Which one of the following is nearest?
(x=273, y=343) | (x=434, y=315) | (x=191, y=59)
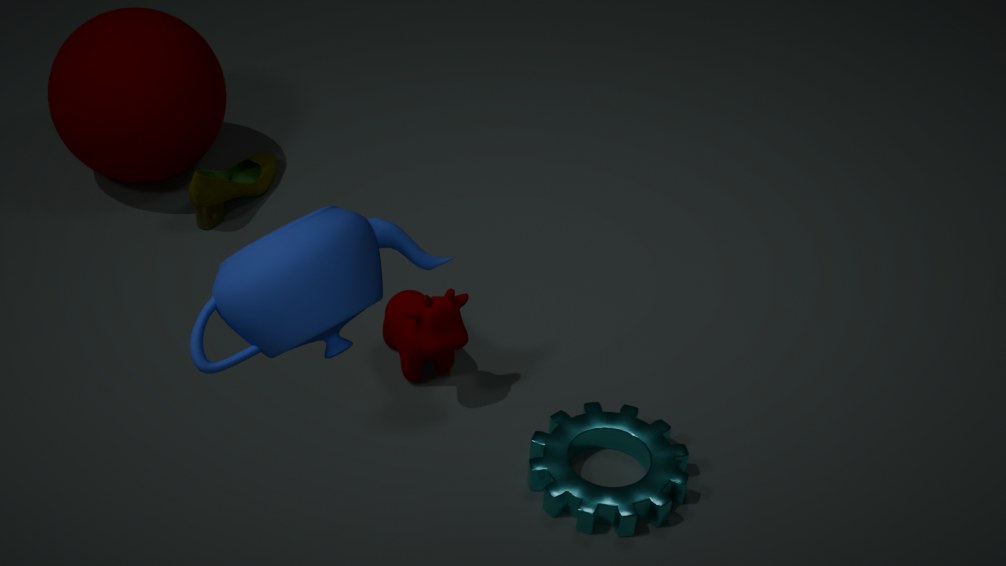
(x=273, y=343)
